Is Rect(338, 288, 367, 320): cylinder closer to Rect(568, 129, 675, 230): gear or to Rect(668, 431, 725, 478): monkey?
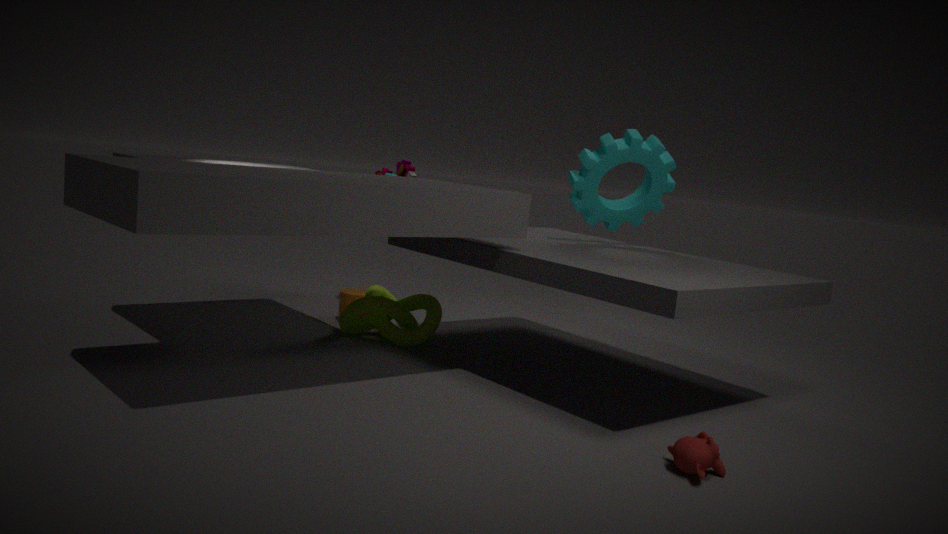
Rect(568, 129, 675, 230): gear
